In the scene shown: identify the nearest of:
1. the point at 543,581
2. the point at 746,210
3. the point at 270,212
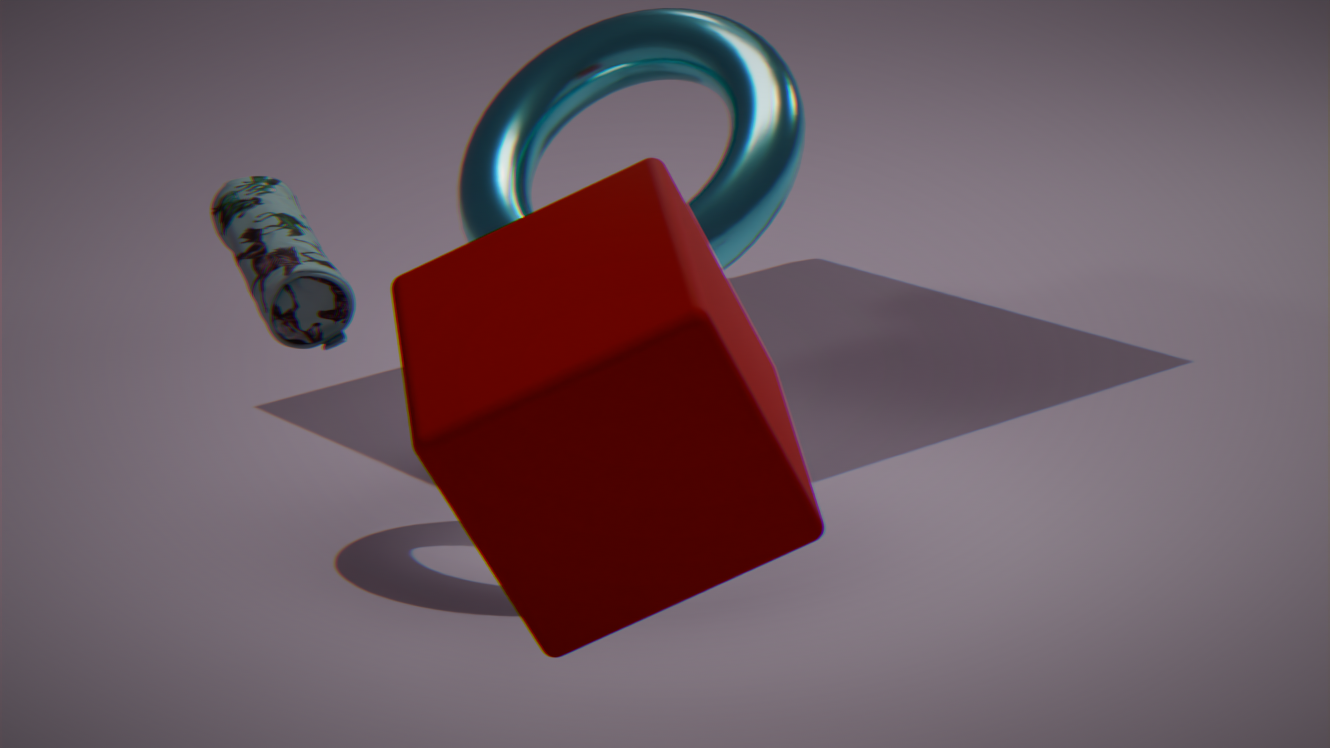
the point at 543,581
